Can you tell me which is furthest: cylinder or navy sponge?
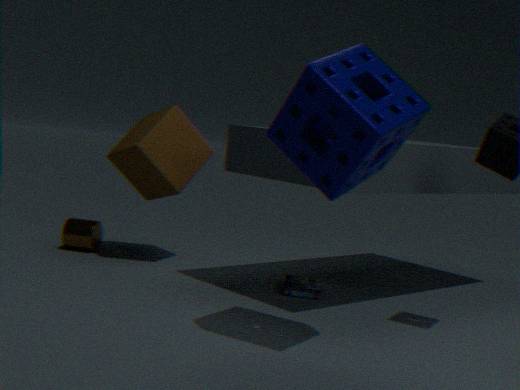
cylinder
